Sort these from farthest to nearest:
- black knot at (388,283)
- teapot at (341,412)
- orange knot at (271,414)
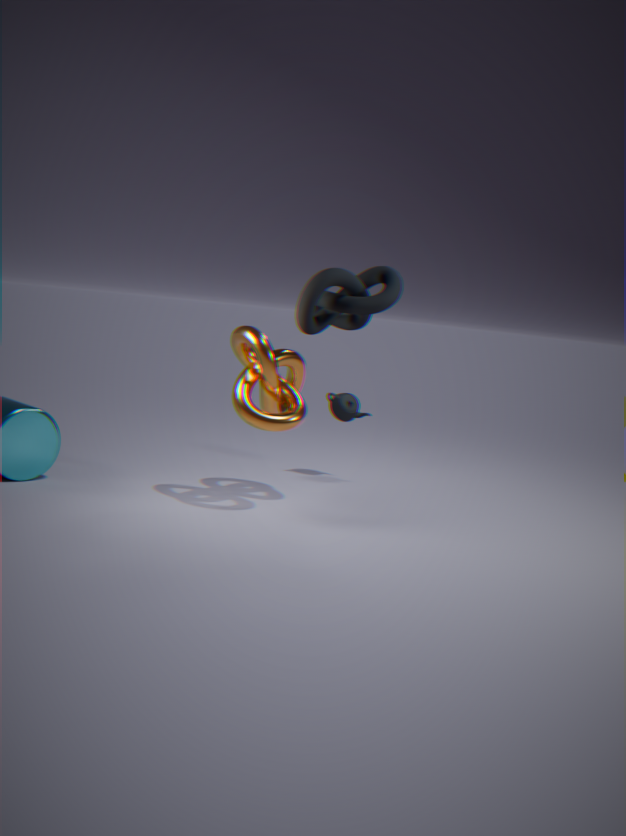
teapot at (341,412)
black knot at (388,283)
orange knot at (271,414)
